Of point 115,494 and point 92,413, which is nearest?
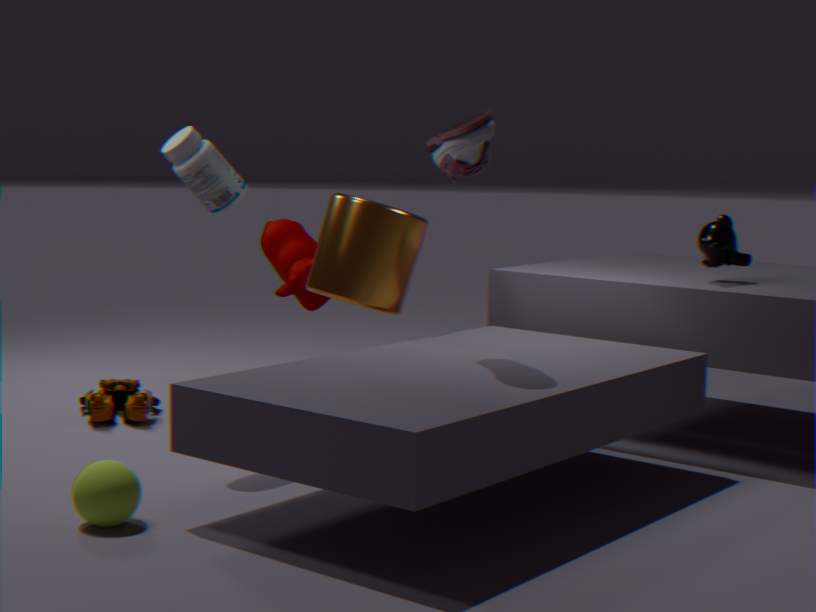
point 115,494
